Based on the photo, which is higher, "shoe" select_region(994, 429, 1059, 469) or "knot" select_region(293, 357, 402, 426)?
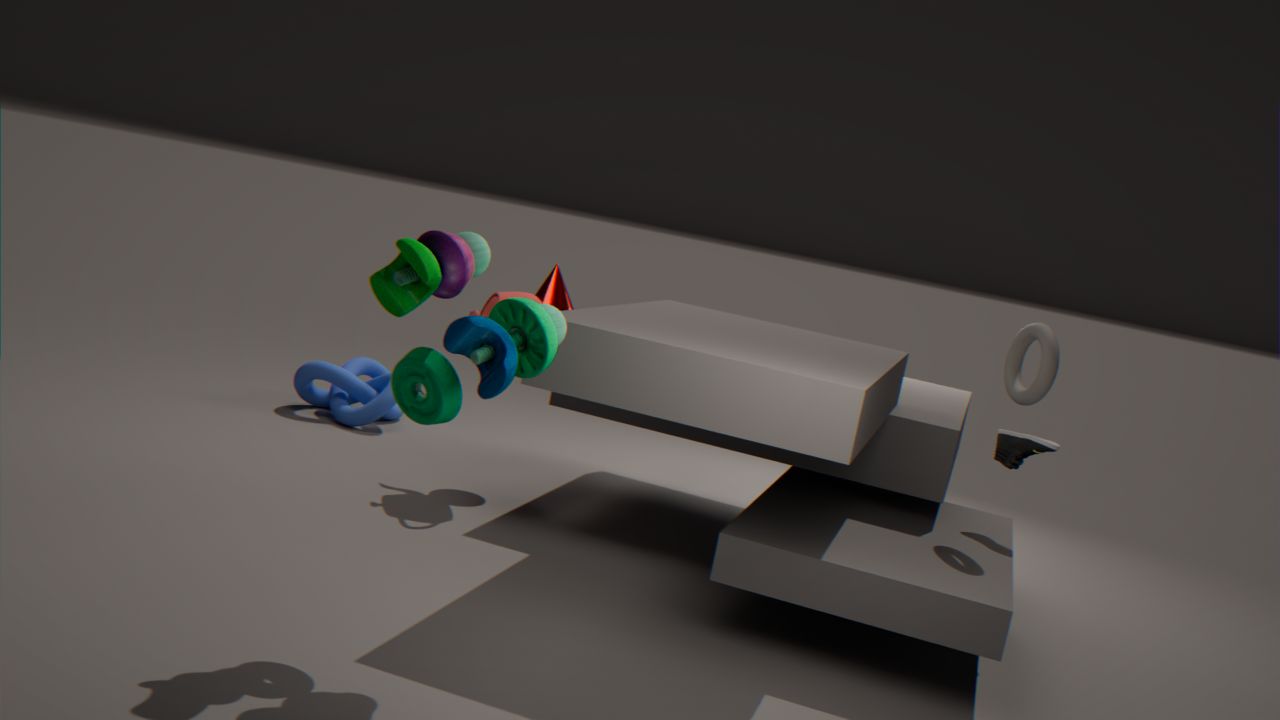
"shoe" select_region(994, 429, 1059, 469)
